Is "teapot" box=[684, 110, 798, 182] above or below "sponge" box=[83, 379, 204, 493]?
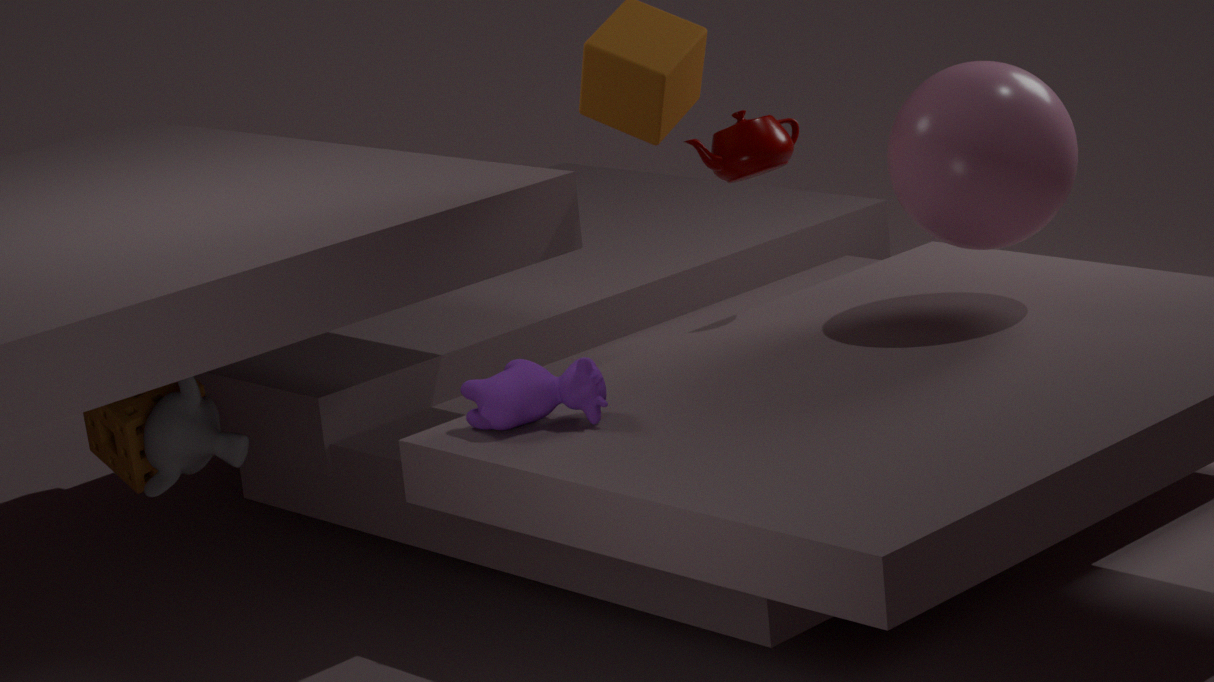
above
